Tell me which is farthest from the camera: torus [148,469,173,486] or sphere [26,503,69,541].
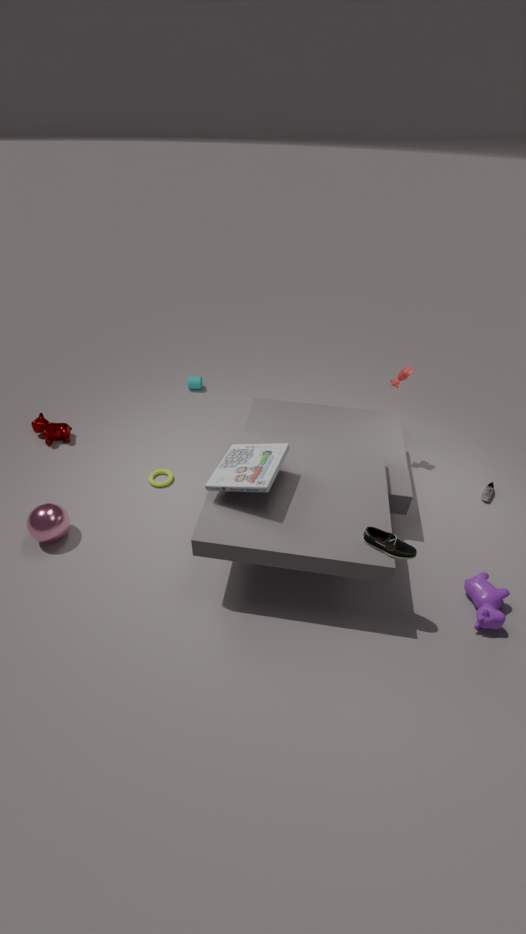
torus [148,469,173,486]
